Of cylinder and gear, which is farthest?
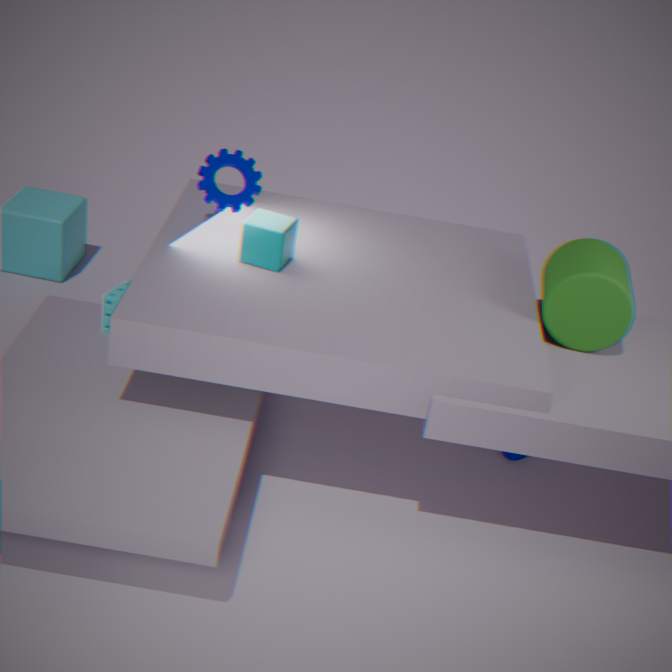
gear
